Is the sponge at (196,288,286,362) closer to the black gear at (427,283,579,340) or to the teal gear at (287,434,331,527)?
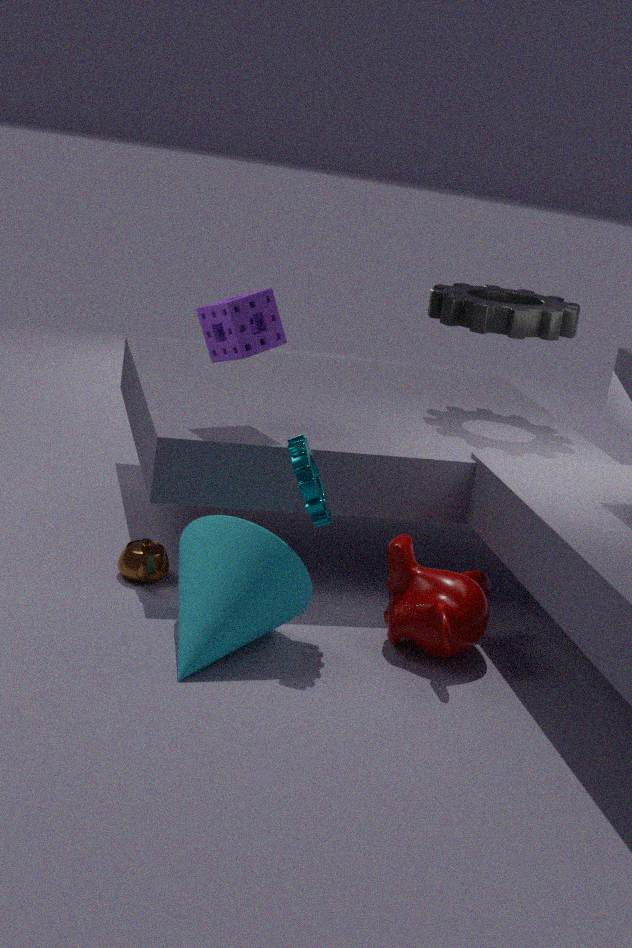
the teal gear at (287,434,331,527)
